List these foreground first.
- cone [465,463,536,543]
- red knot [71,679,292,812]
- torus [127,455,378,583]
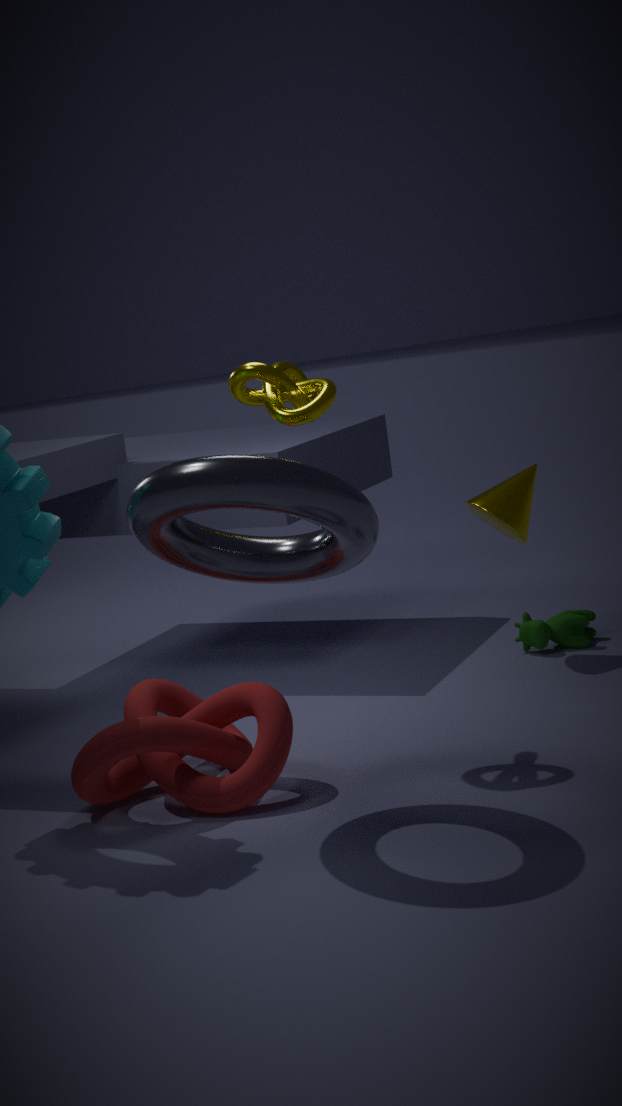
torus [127,455,378,583] < red knot [71,679,292,812] < cone [465,463,536,543]
